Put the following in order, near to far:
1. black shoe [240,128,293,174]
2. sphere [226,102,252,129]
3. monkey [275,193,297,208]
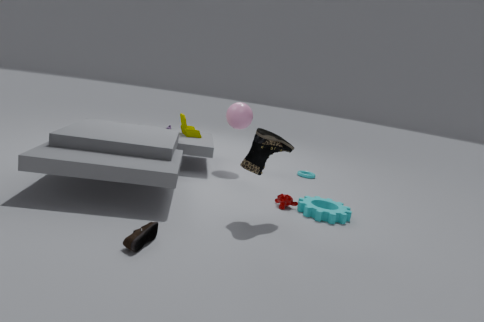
black shoe [240,128,293,174] < monkey [275,193,297,208] < sphere [226,102,252,129]
